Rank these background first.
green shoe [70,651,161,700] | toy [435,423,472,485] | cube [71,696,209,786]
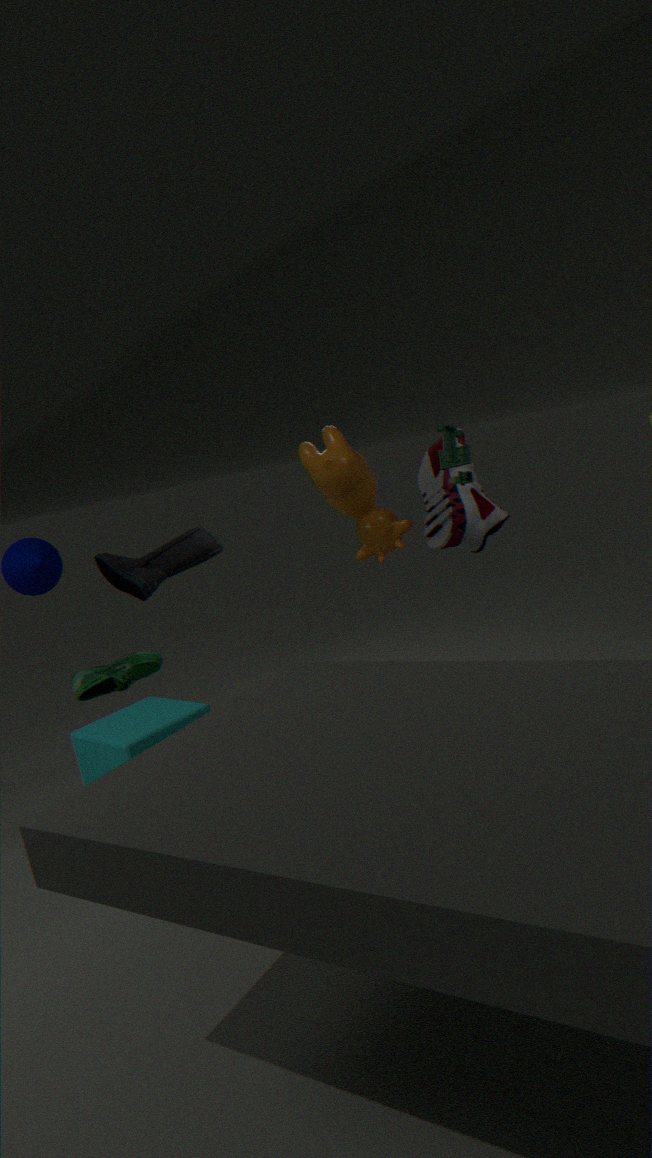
green shoe [70,651,161,700], cube [71,696,209,786], toy [435,423,472,485]
